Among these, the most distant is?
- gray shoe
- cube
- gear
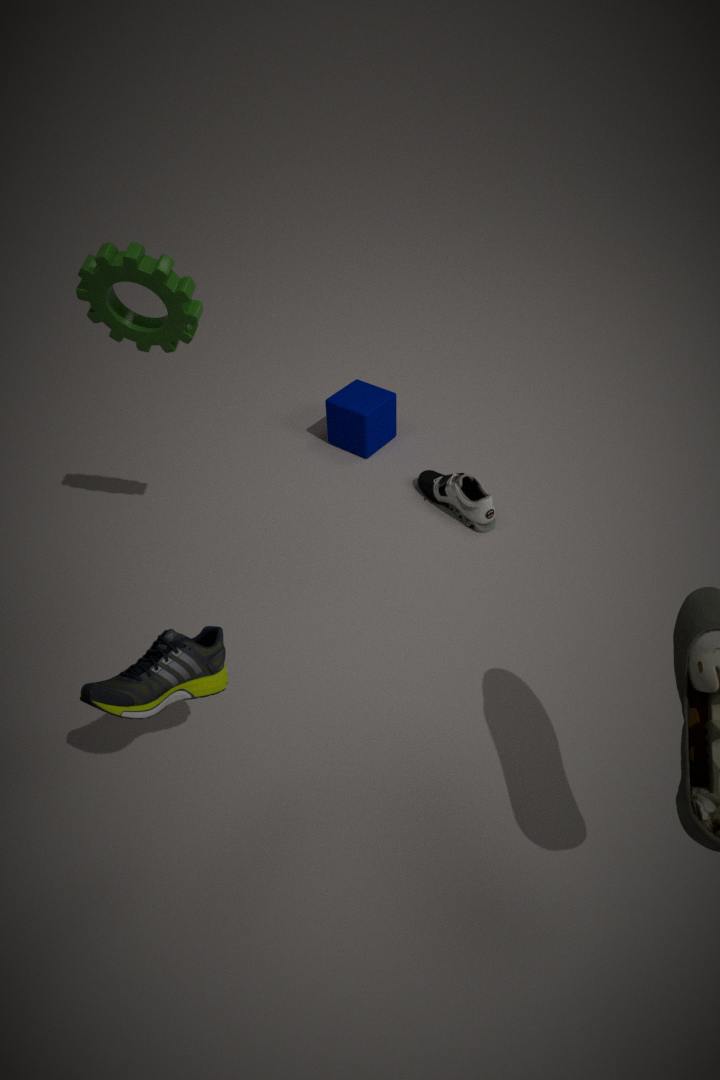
cube
